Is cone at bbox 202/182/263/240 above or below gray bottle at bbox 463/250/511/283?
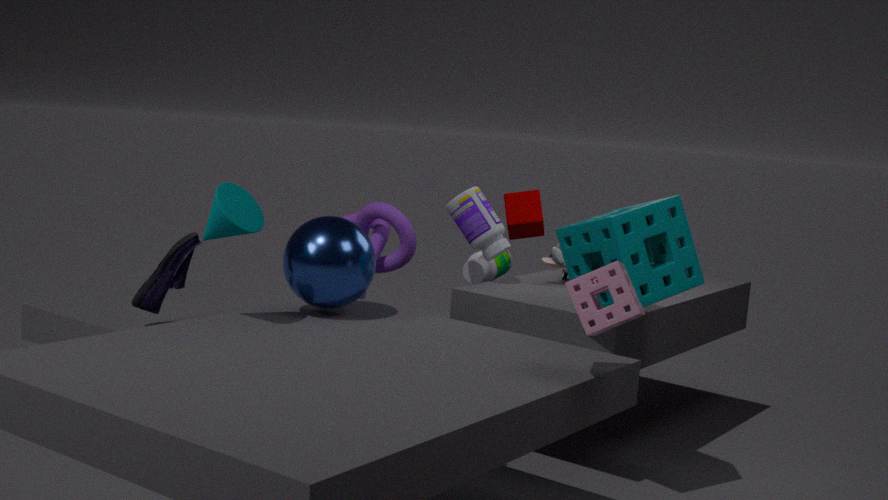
above
